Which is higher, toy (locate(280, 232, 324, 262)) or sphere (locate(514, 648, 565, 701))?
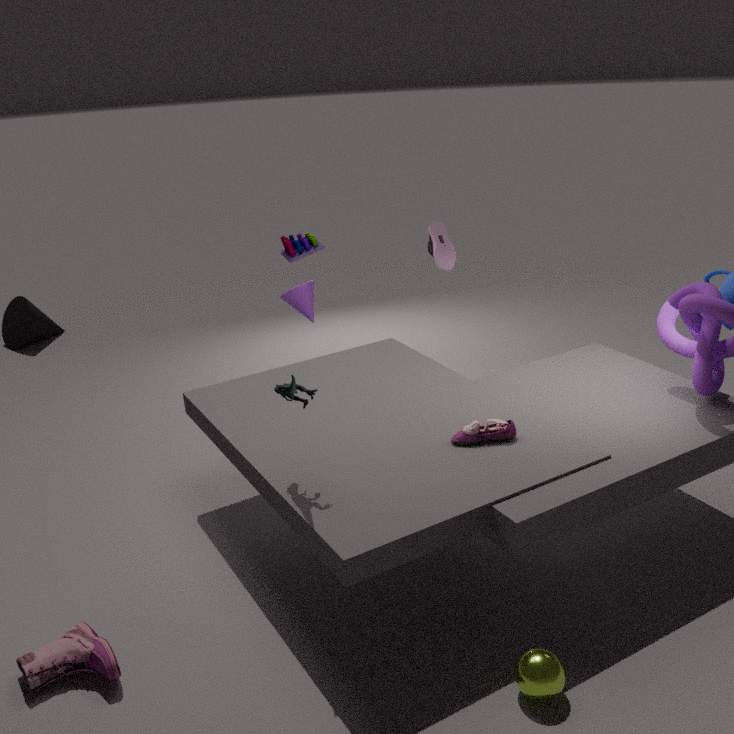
toy (locate(280, 232, 324, 262))
